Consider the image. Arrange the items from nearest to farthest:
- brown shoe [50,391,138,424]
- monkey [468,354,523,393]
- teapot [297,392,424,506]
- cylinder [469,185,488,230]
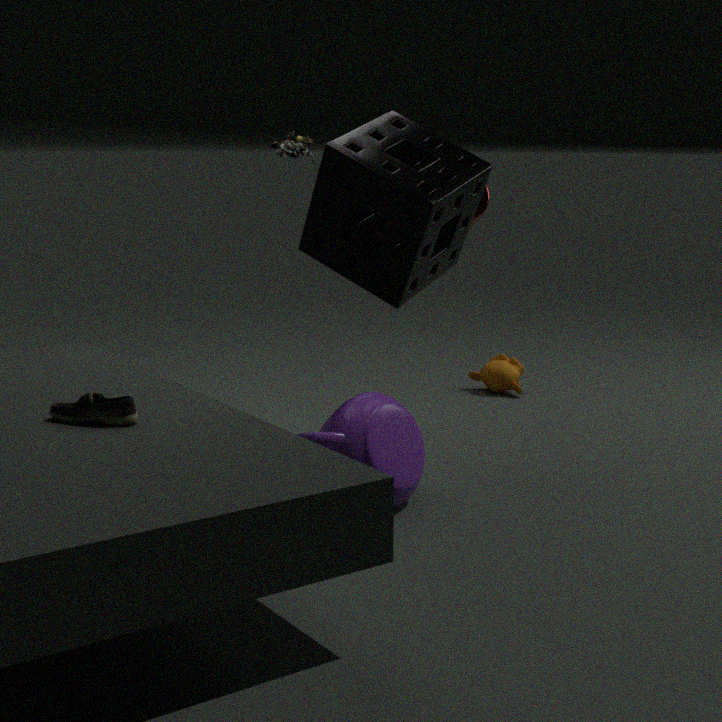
brown shoe [50,391,138,424] → teapot [297,392,424,506] → cylinder [469,185,488,230] → monkey [468,354,523,393]
